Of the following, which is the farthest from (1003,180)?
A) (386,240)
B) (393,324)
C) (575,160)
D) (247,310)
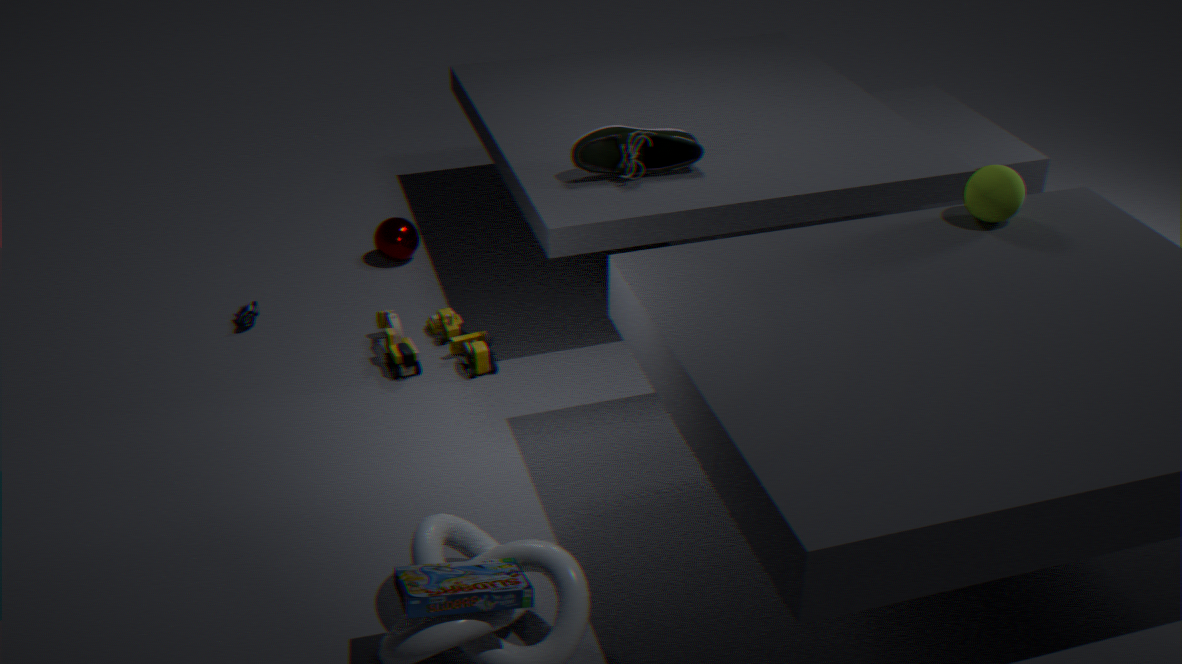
(247,310)
